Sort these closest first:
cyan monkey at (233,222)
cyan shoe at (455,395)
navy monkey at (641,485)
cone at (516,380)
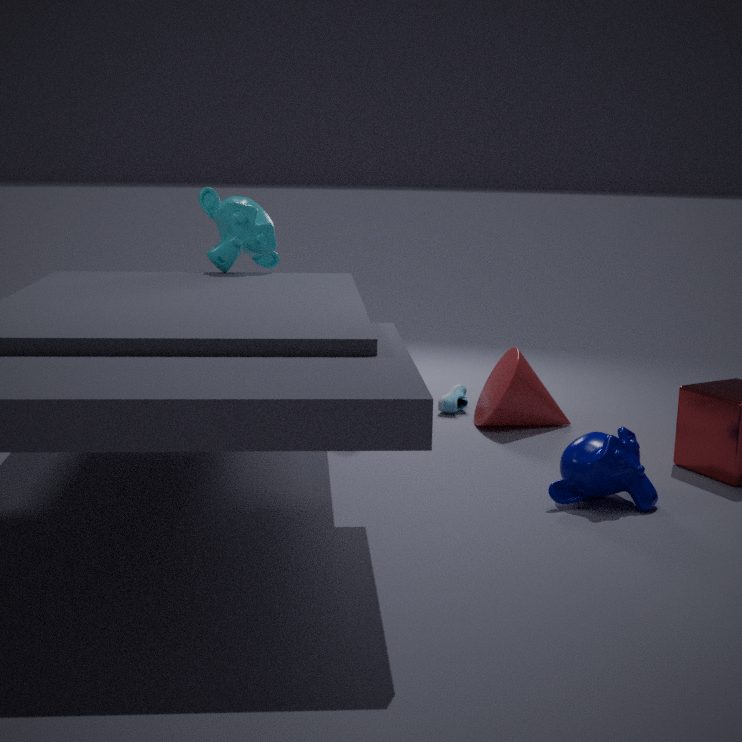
navy monkey at (641,485) < cyan monkey at (233,222) < cone at (516,380) < cyan shoe at (455,395)
